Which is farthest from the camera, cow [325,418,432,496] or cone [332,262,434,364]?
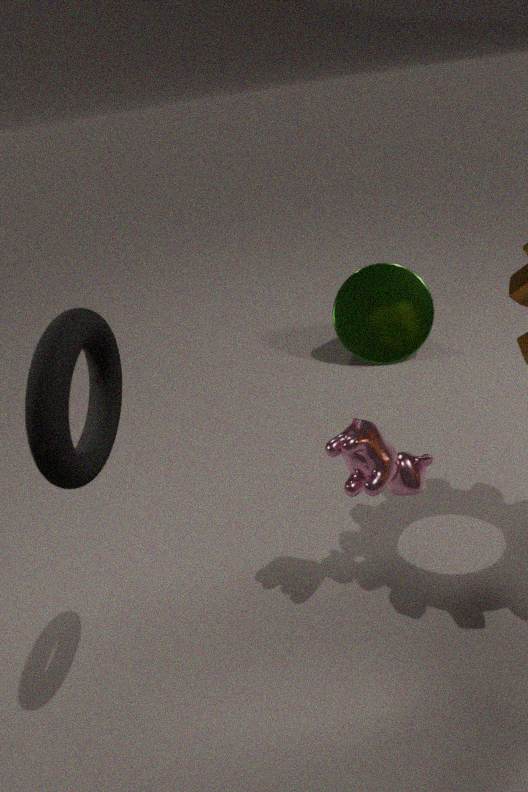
cone [332,262,434,364]
